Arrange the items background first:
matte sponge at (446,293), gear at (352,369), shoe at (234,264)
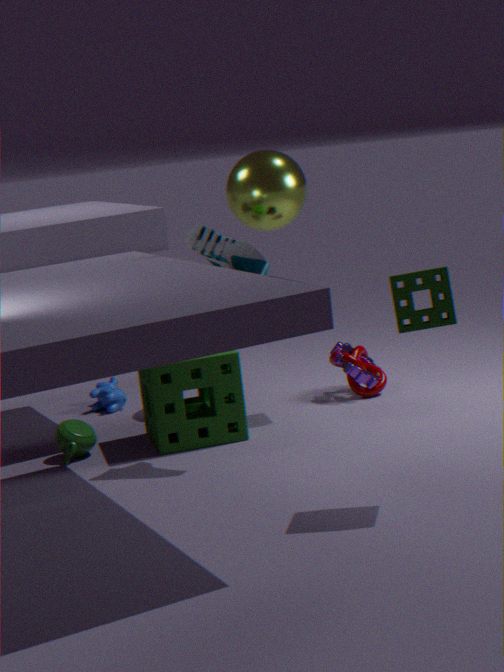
gear at (352,369) < shoe at (234,264) < matte sponge at (446,293)
